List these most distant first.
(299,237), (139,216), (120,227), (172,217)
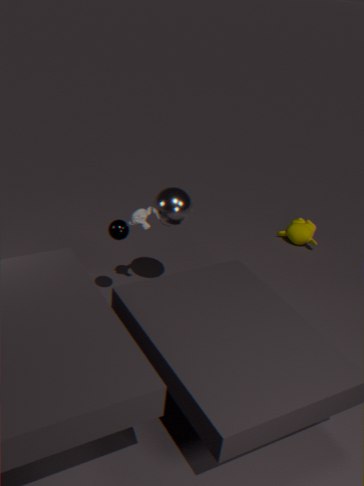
(299,237), (139,216), (172,217), (120,227)
